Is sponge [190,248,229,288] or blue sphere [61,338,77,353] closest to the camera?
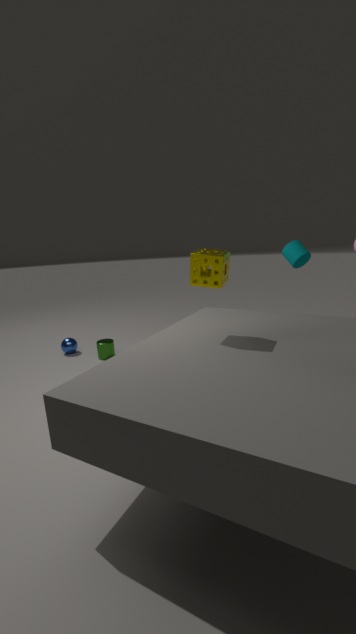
sponge [190,248,229,288]
